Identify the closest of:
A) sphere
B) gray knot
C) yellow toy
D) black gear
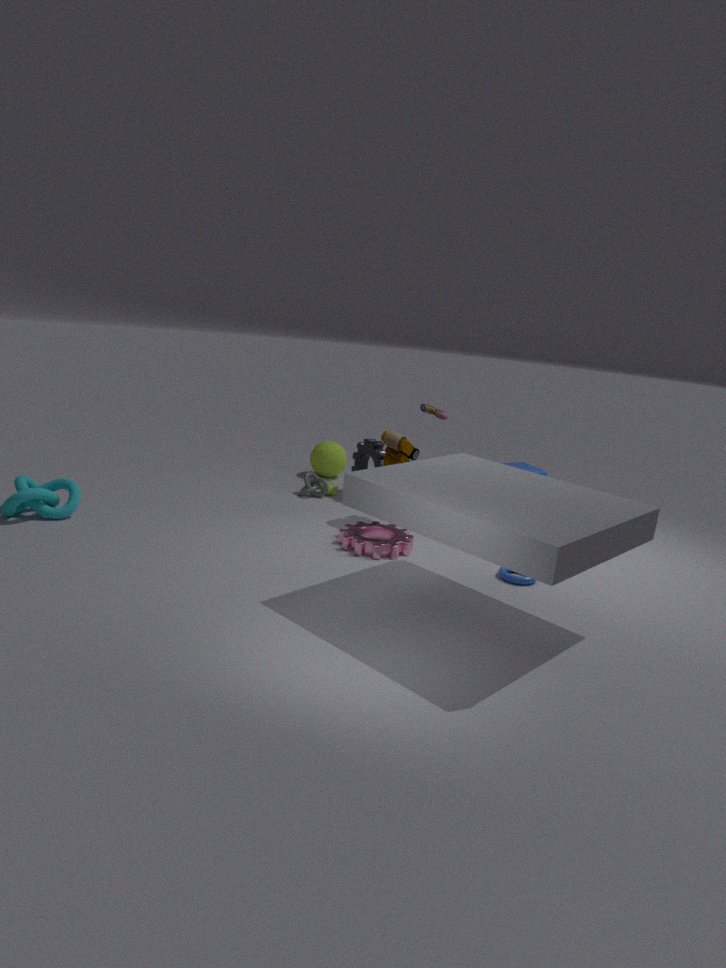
yellow toy
